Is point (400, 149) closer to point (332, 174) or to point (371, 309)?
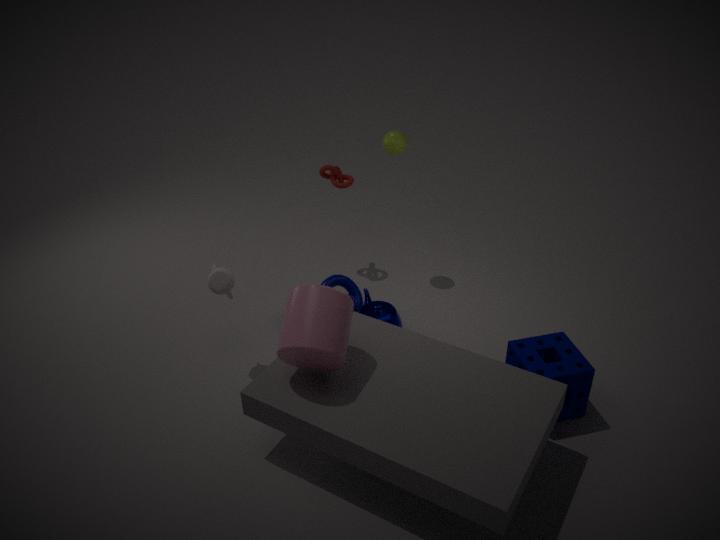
point (332, 174)
